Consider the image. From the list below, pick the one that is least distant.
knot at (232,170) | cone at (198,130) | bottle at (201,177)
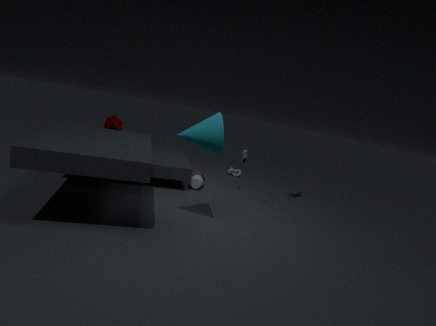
cone at (198,130)
